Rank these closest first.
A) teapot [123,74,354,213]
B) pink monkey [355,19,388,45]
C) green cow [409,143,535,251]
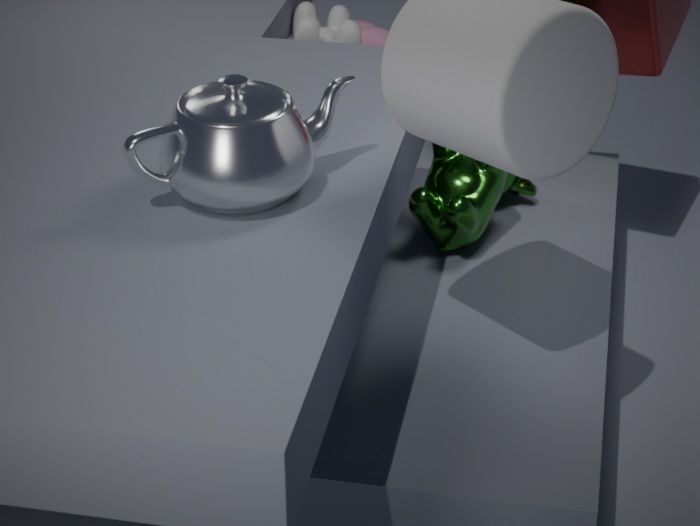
1. teapot [123,74,354,213]
2. green cow [409,143,535,251]
3. pink monkey [355,19,388,45]
